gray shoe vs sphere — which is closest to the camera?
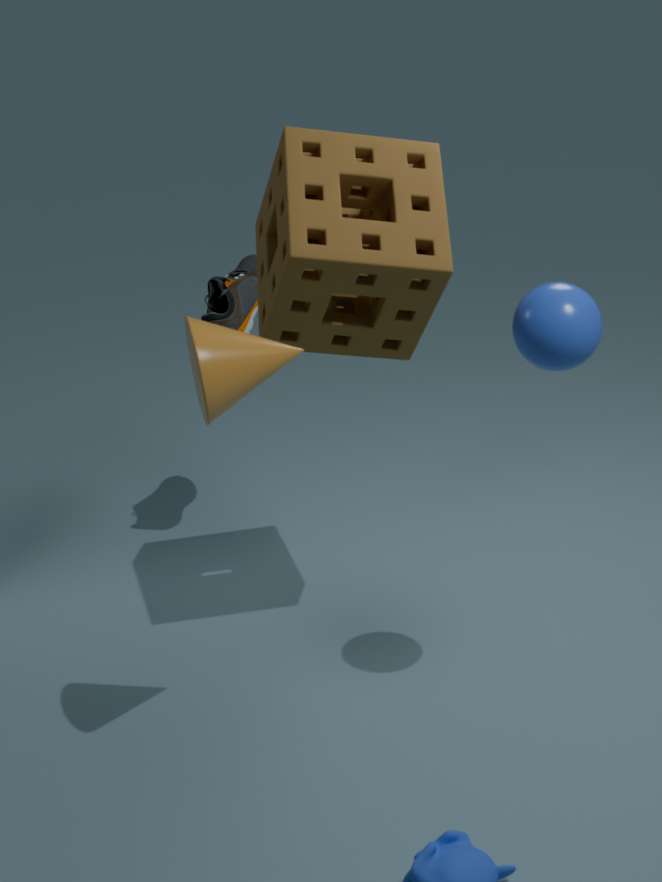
sphere
